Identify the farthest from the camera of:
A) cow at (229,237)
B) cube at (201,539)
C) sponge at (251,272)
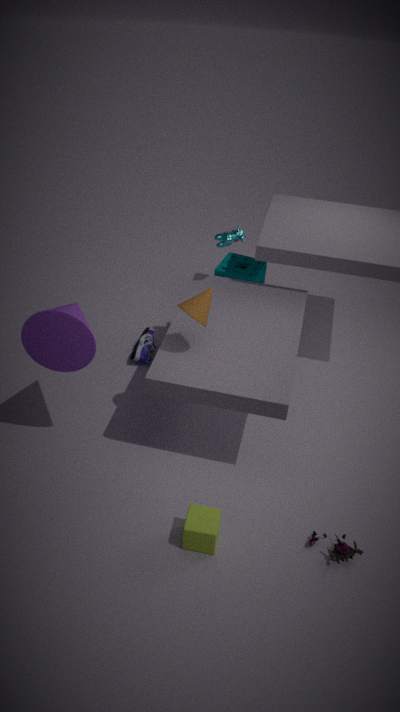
sponge at (251,272)
